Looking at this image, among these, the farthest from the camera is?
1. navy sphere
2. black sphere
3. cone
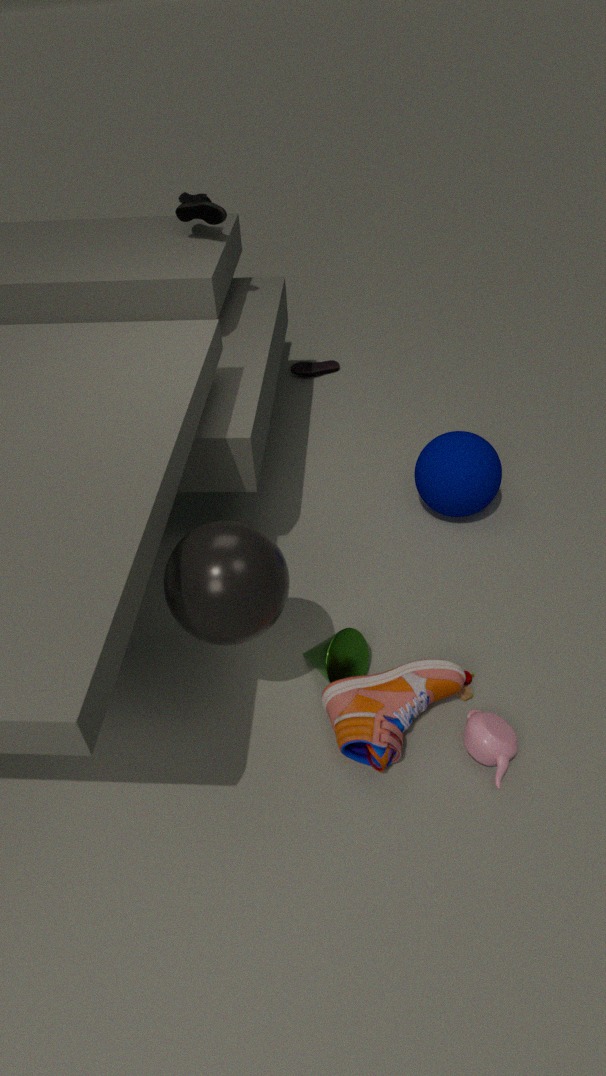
navy sphere
